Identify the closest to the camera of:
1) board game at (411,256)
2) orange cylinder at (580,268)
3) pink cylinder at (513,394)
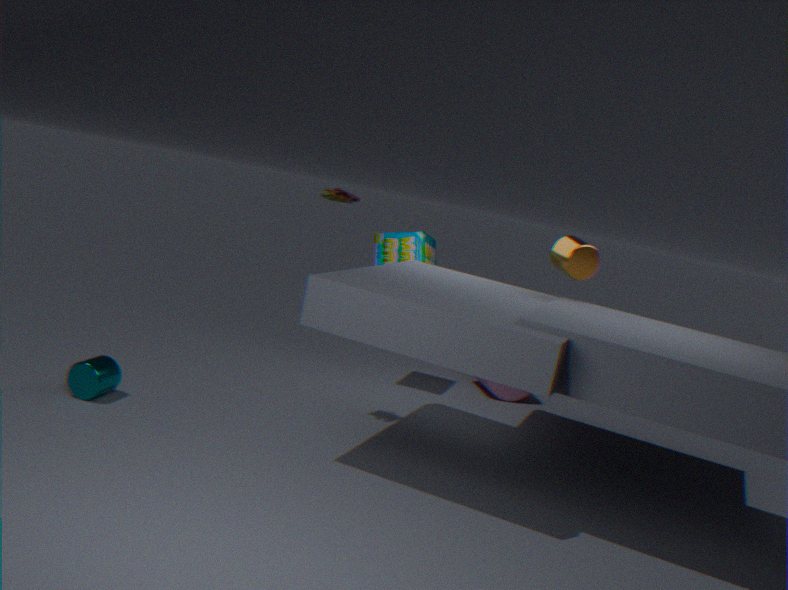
2. orange cylinder at (580,268)
